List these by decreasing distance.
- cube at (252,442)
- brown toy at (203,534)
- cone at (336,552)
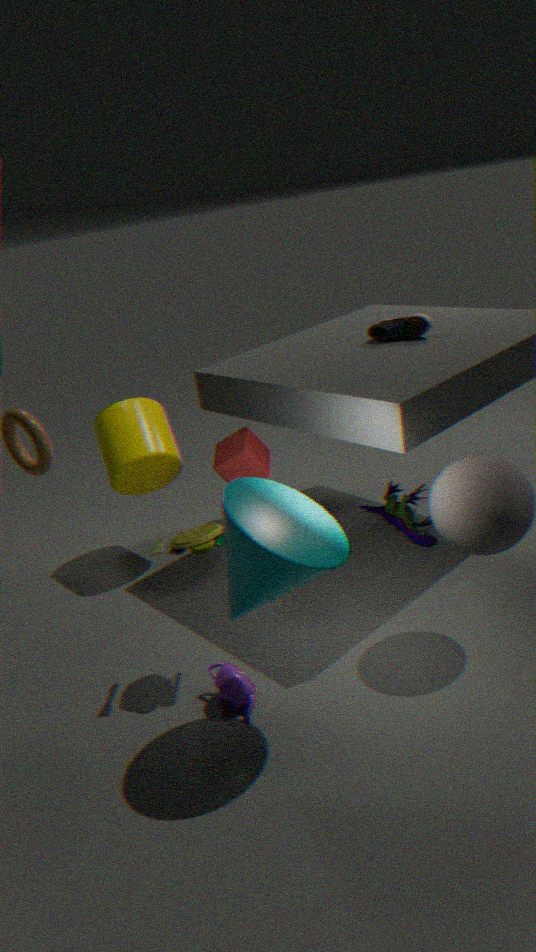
cube at (252,442) < brown toy at (203,534) < cone at (336,552)
